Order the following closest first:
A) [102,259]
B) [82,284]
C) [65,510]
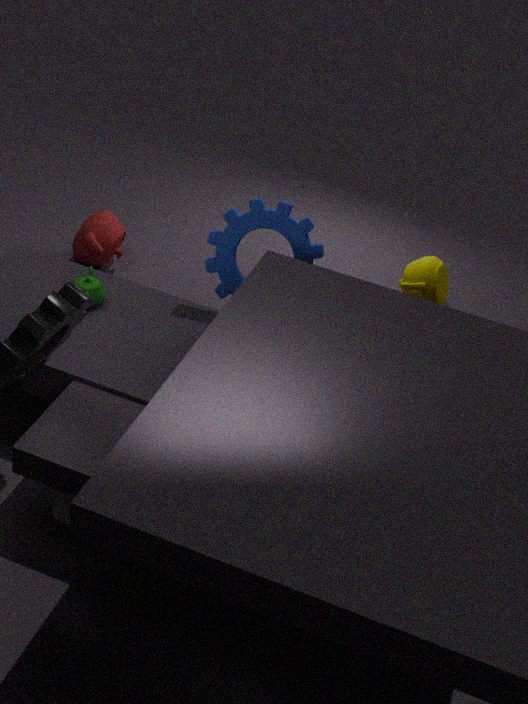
1. C. [65,510]
2. B. [82,284]
3. A. [102,259]
